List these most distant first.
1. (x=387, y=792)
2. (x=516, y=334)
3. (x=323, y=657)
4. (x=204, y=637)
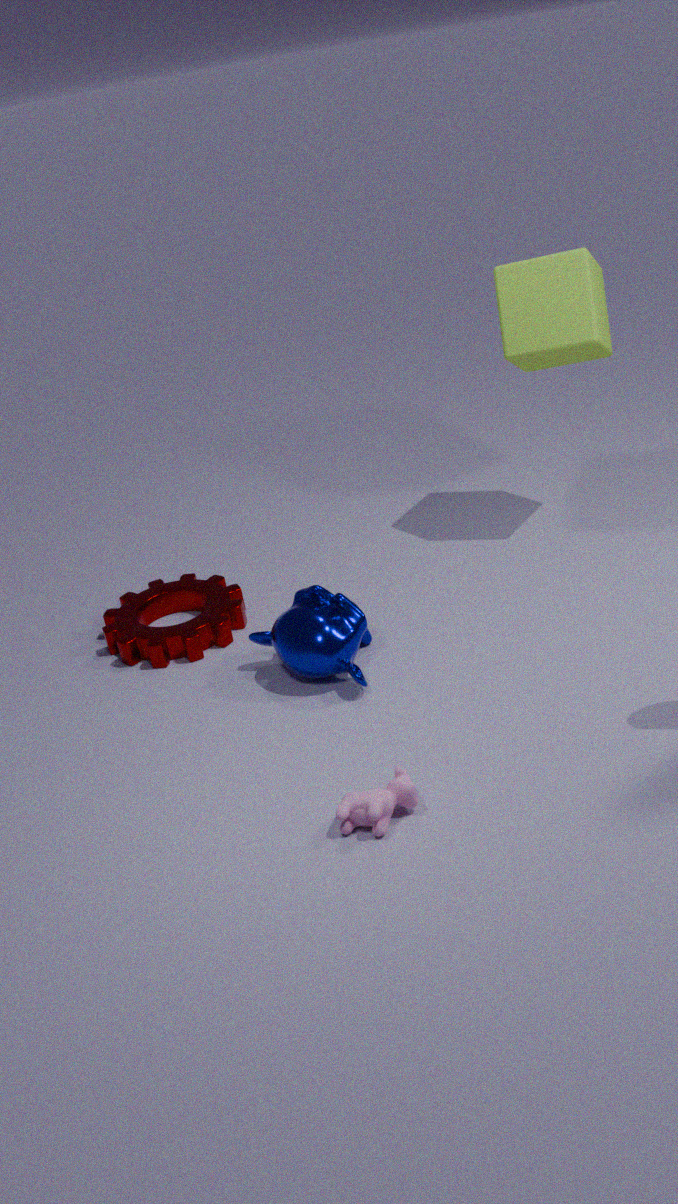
(x=516, y=334) → (x=204, y=637) → (x=323, y=657) → (x=387, y=792)
